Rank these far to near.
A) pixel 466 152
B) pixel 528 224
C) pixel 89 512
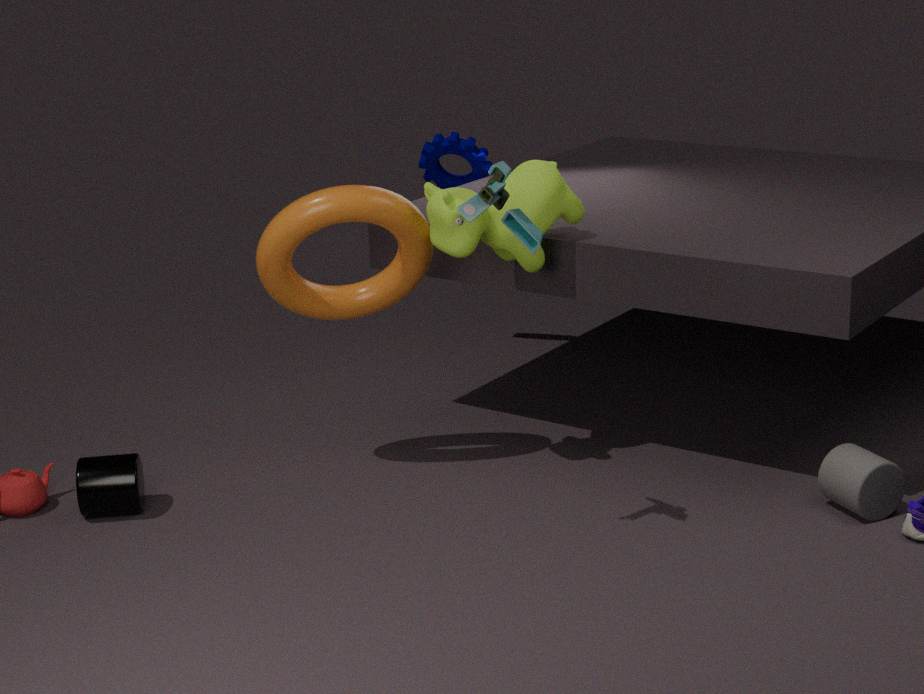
pixel 466 152, pixel 89 512, pixel 528 224
